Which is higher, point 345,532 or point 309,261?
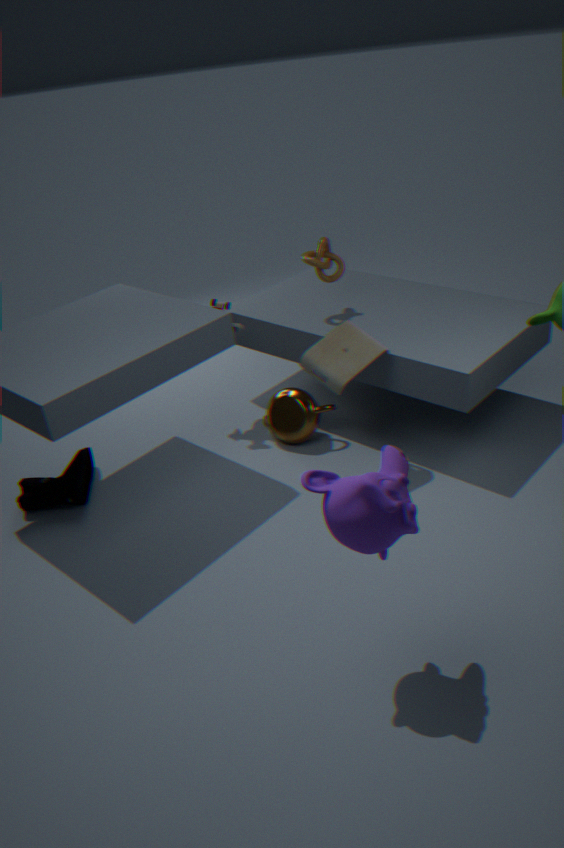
point 309,261
